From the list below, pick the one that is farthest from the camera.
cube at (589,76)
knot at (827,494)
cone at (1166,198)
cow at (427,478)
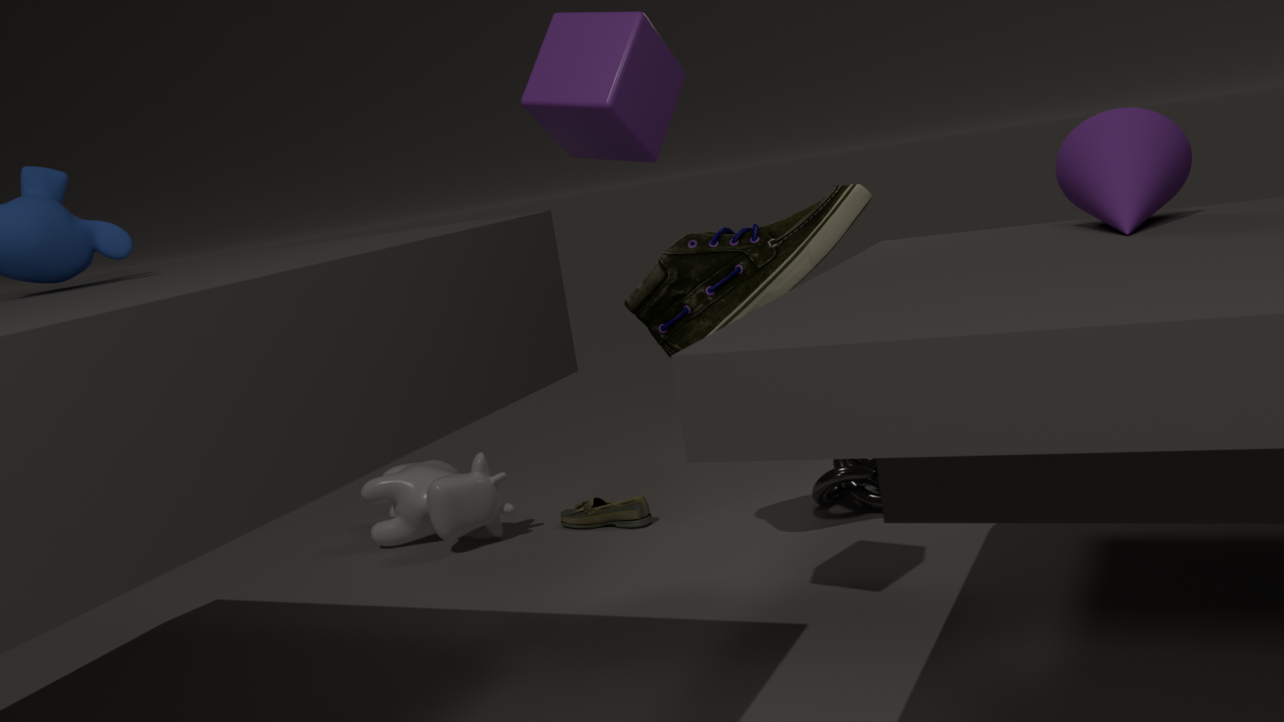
cow at (427,478)
